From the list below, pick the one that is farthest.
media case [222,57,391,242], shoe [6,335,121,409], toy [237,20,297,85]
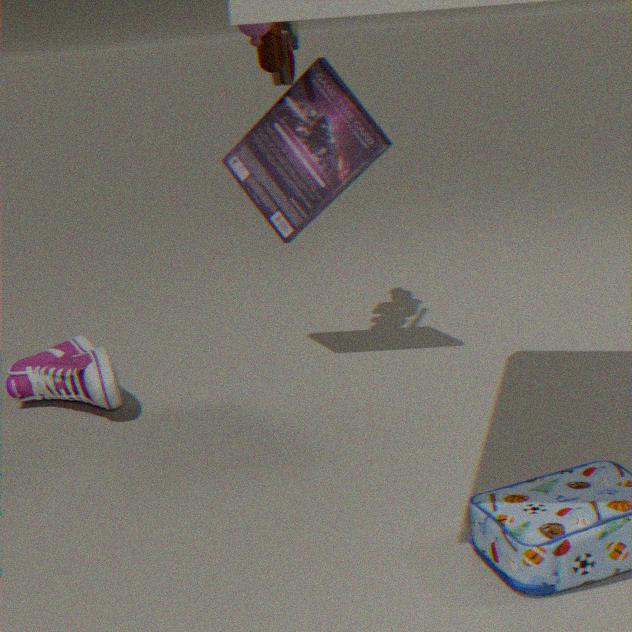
media case [222,57,391,242]
